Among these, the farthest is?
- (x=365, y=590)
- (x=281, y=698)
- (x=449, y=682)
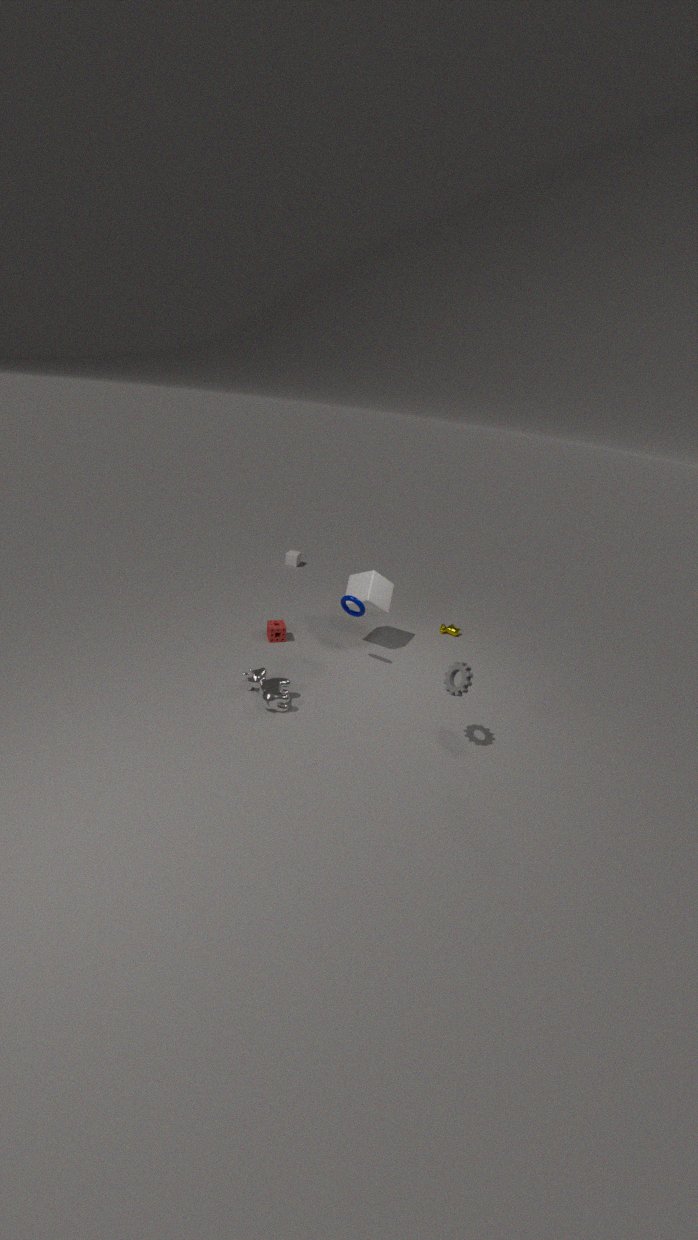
(x=365, y=590)
